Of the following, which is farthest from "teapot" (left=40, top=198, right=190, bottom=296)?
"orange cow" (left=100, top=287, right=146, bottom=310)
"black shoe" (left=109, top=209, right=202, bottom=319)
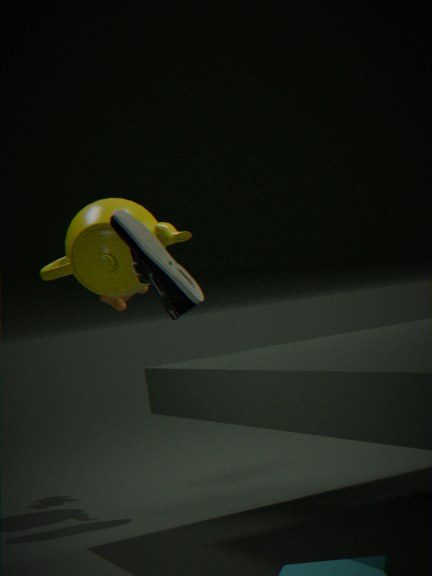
"black shoe" (left=109, top=209, right=202, bottom=319)
